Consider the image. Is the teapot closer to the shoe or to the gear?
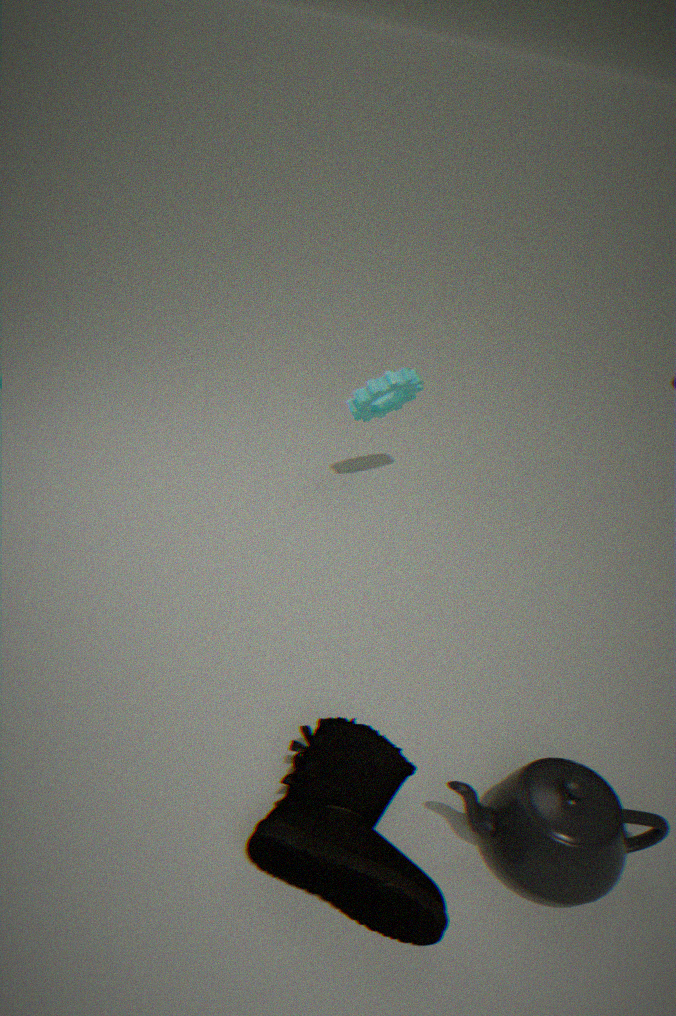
the shoe
